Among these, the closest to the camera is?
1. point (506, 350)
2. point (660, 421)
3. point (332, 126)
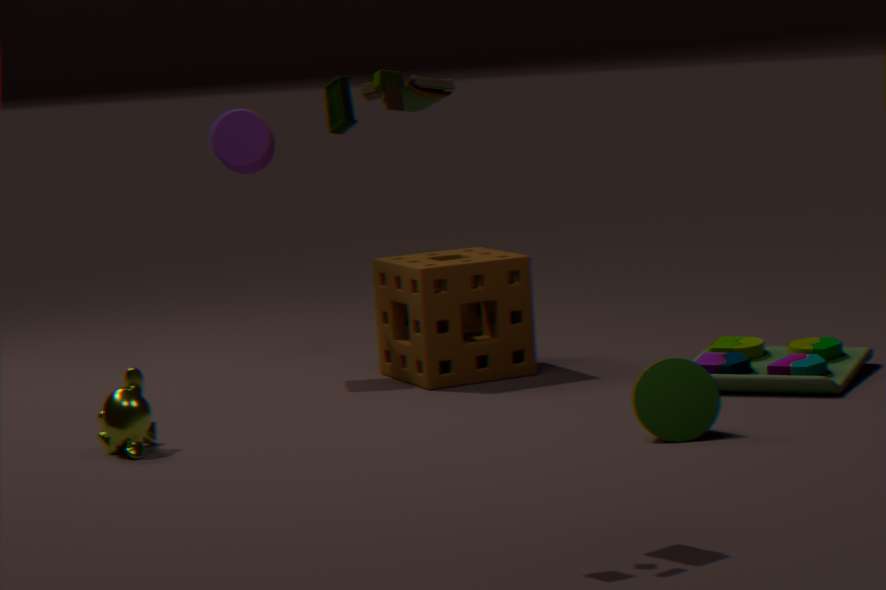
point (332, 126)
